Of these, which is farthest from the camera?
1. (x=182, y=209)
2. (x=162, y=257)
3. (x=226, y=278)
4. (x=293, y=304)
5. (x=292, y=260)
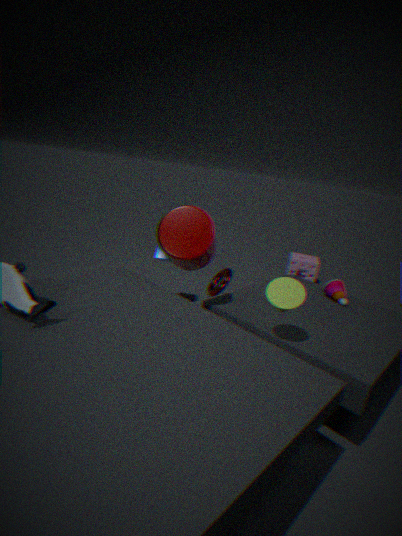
(x=292, y=260)
